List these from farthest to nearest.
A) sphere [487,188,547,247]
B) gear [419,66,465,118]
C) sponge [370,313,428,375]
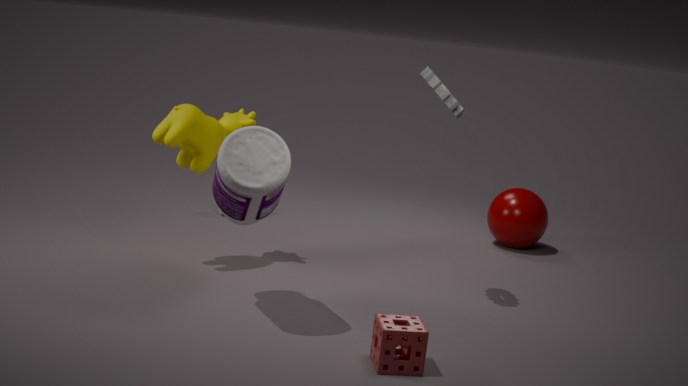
1. sphere [487,188,547,247]
2. gear [419,66,465,118]
3. sponge [370,313,428,375]
